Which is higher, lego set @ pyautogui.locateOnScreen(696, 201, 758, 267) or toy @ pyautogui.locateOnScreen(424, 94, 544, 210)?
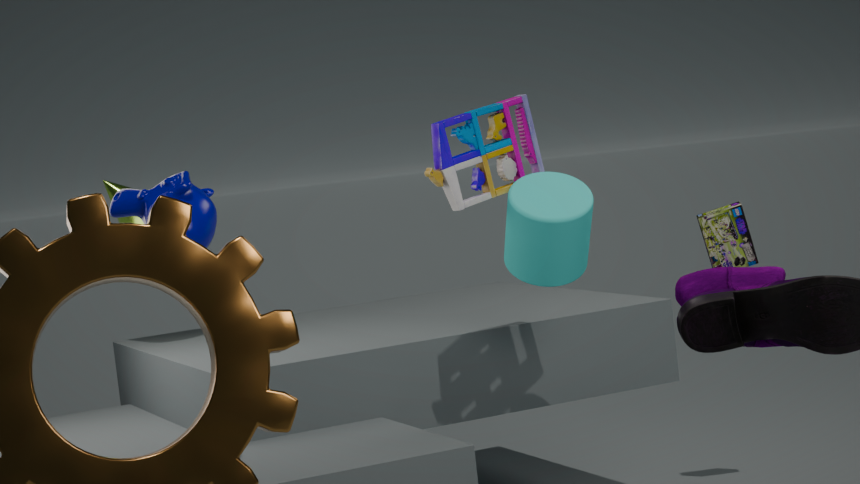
toy @ pyautogui.locateOnScreen(424, 94, 544, 210)
